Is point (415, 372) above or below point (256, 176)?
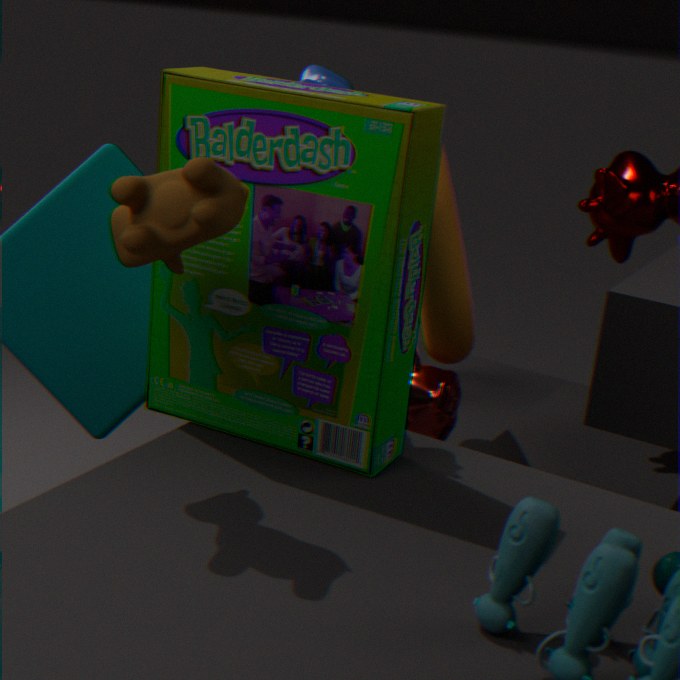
below
